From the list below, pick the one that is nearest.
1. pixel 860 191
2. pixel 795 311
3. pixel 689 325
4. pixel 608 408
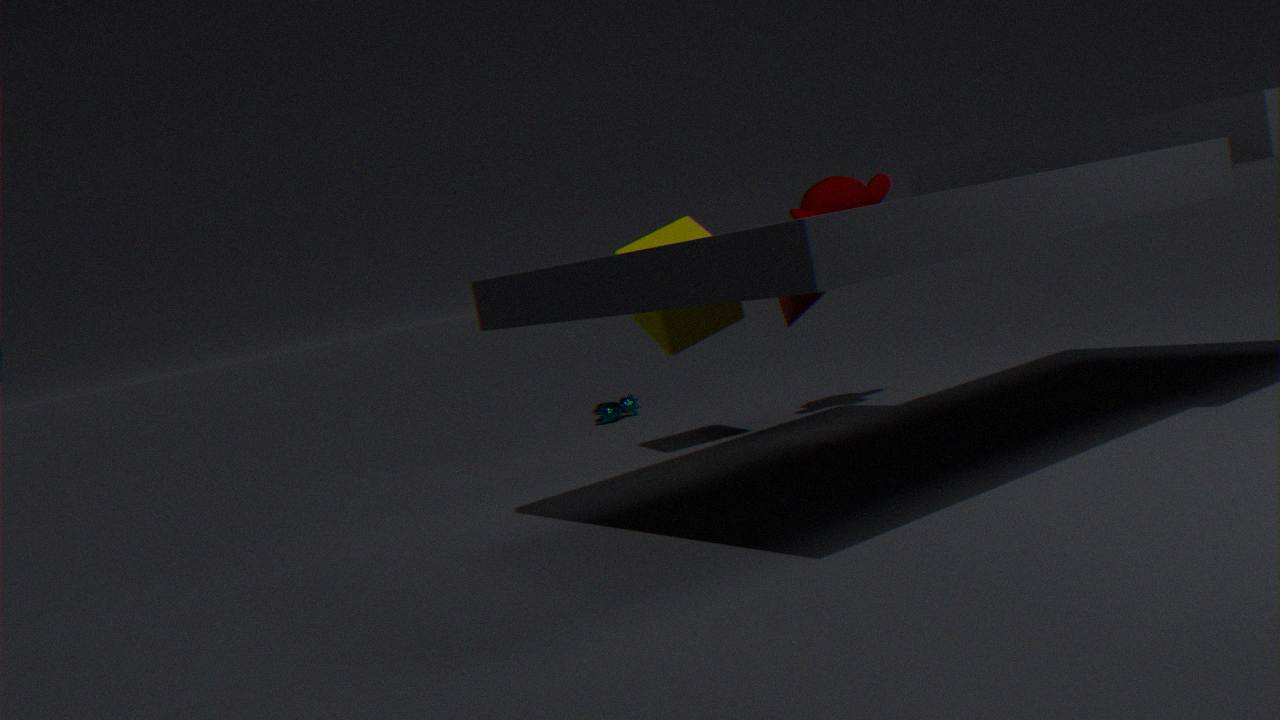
pixel 795 311
